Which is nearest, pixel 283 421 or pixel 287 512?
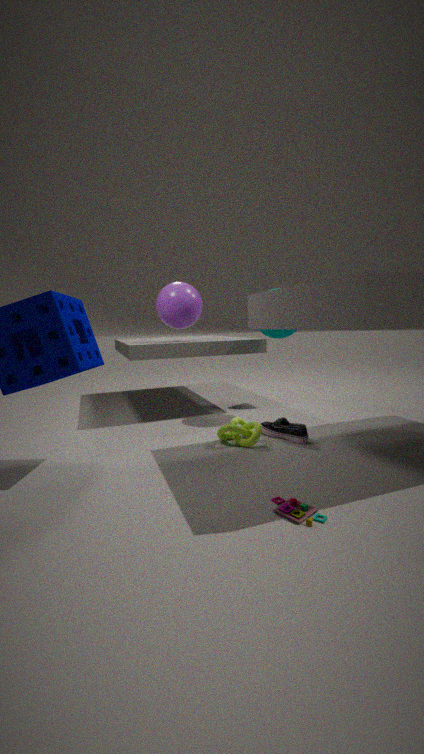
pixel 287 512
